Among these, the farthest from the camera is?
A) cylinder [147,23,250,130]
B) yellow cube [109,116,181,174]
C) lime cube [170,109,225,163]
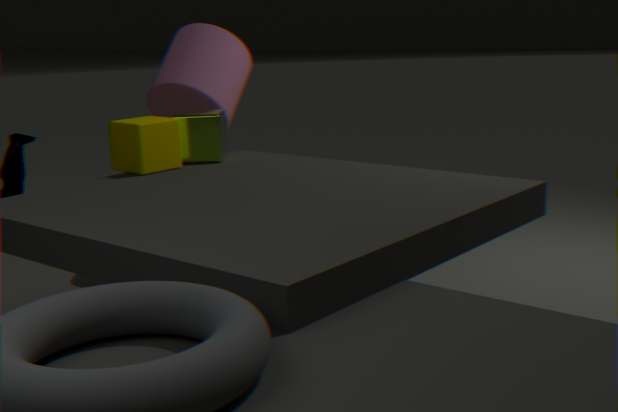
cylinder [147,23,250,130]
